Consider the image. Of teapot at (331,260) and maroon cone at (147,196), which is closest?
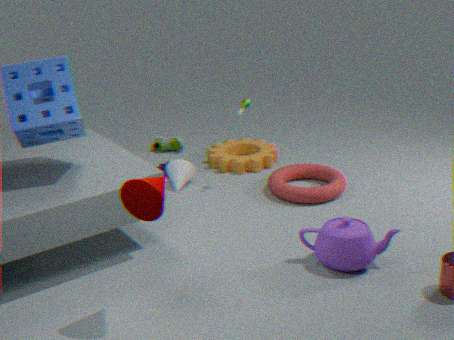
maroon cone at (147,196)
